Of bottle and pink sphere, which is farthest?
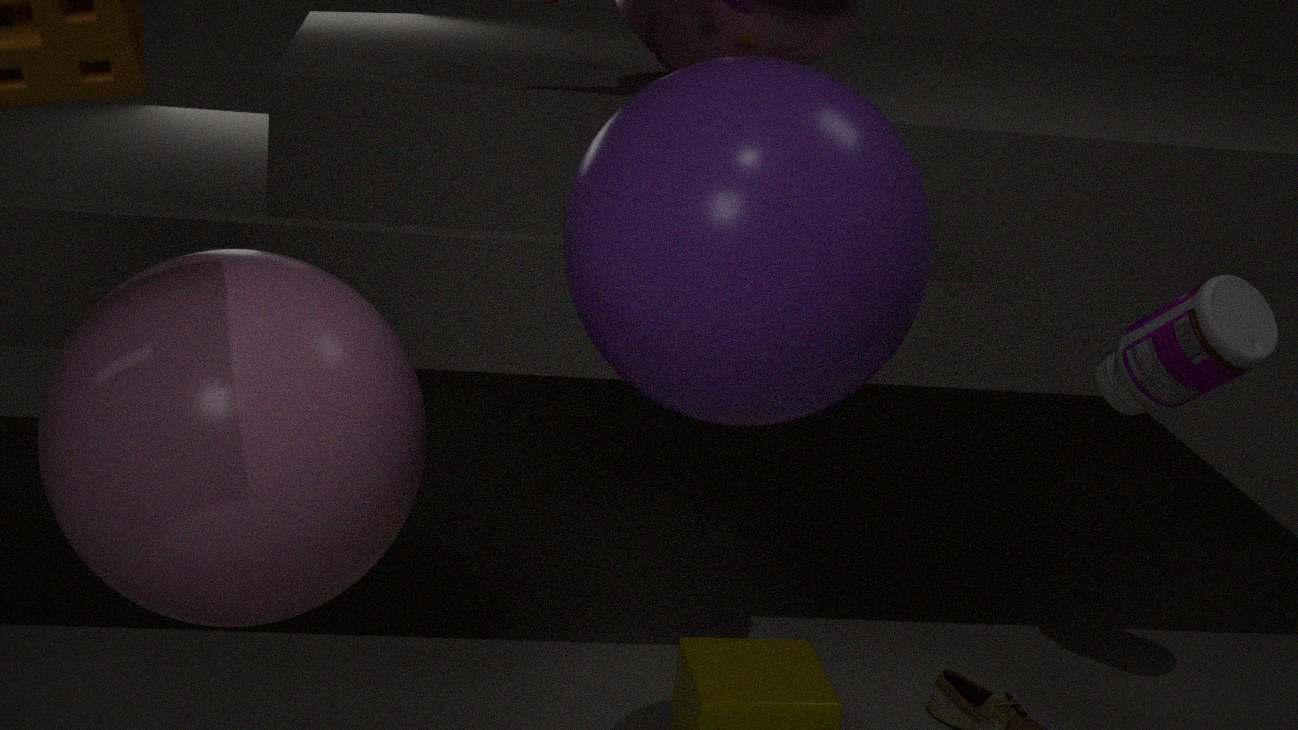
bottle
